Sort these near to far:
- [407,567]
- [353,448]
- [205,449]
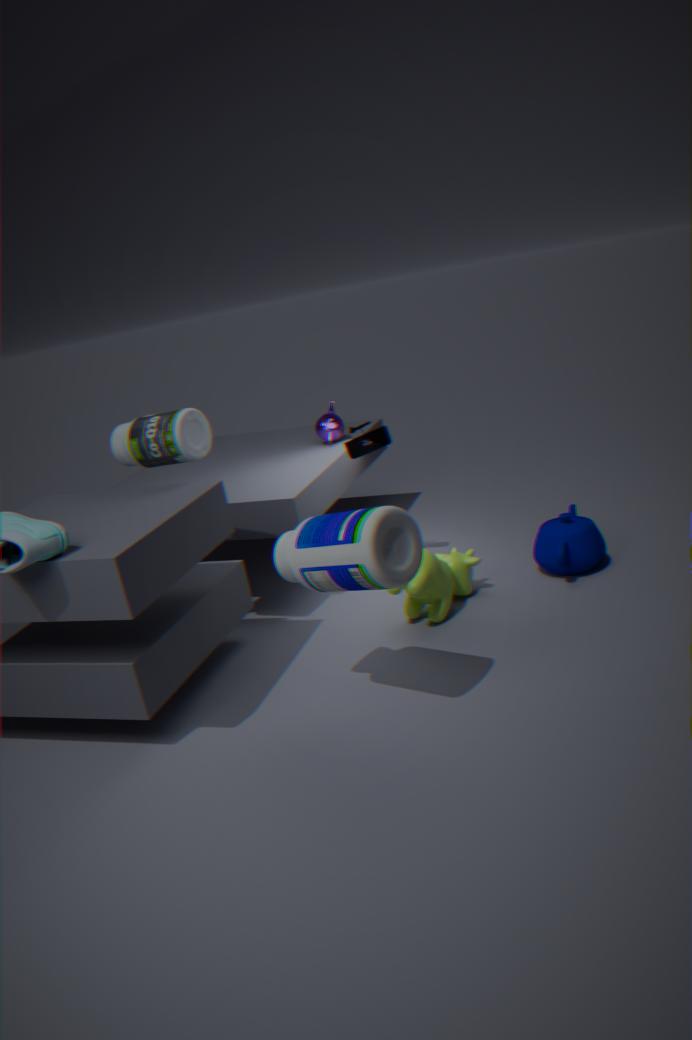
[407,567] < [205,449] < [353,448]
